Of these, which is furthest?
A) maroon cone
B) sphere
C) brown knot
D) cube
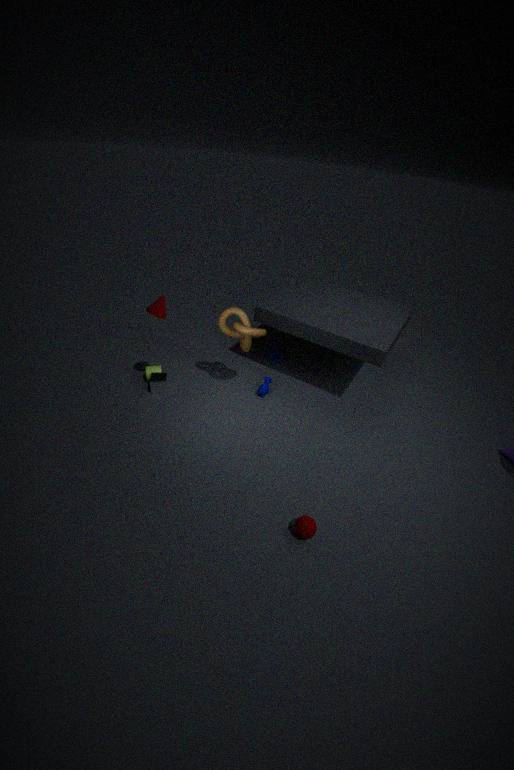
cube
